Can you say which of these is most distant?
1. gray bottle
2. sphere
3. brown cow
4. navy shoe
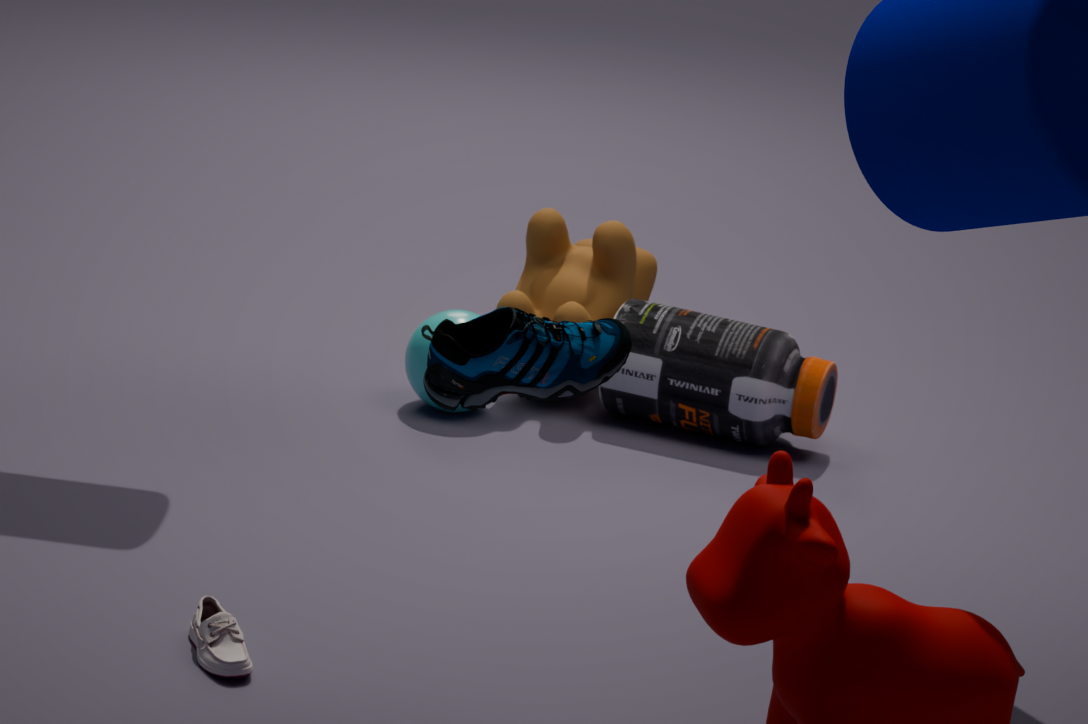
brown cow
